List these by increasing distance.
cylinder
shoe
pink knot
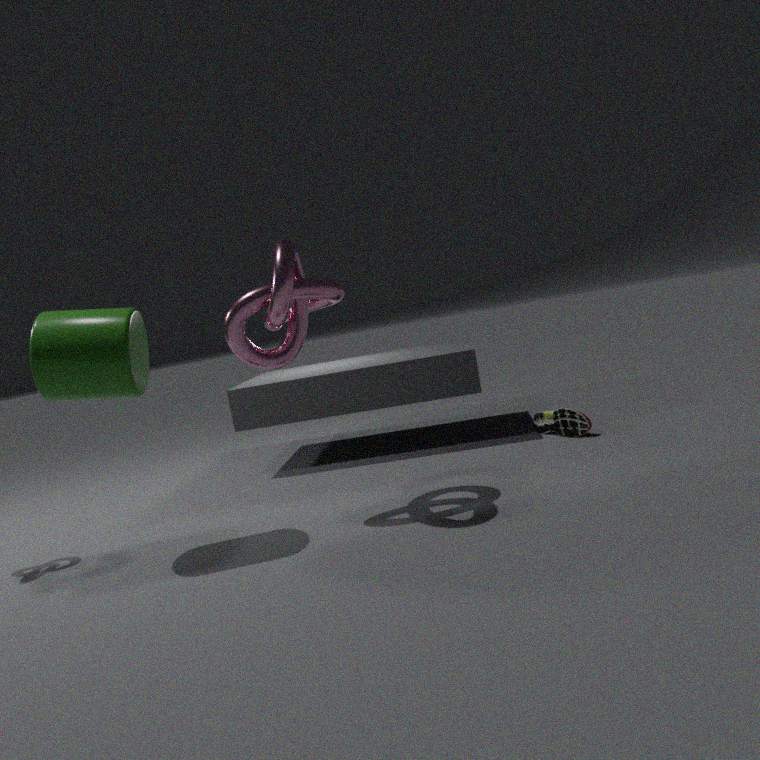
cylinder
pink knot
shoe
